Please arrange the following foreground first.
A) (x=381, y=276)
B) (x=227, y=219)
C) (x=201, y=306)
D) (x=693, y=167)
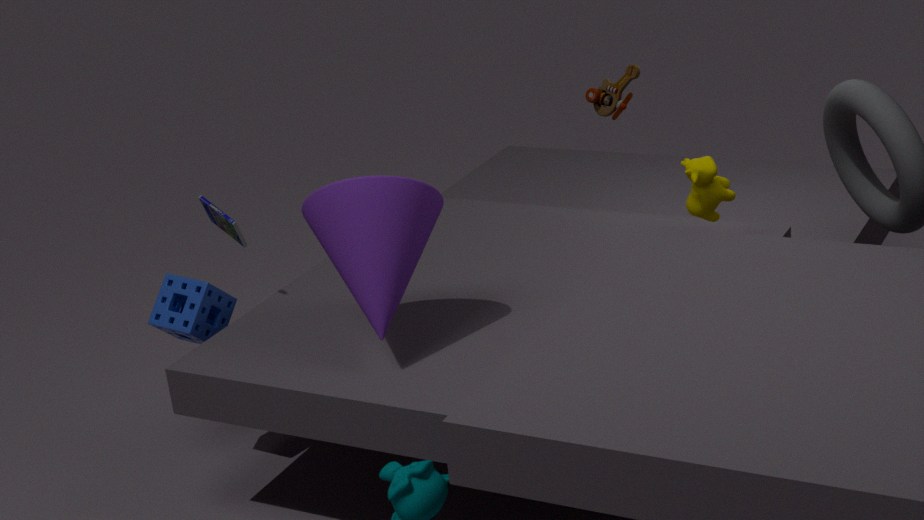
(x=381, y=276) → (x=201, y=306) → (x=693, y=167) → (x=227, y=219)
